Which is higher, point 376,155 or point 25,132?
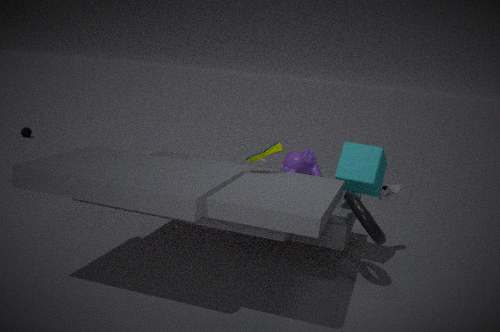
point 376,155
